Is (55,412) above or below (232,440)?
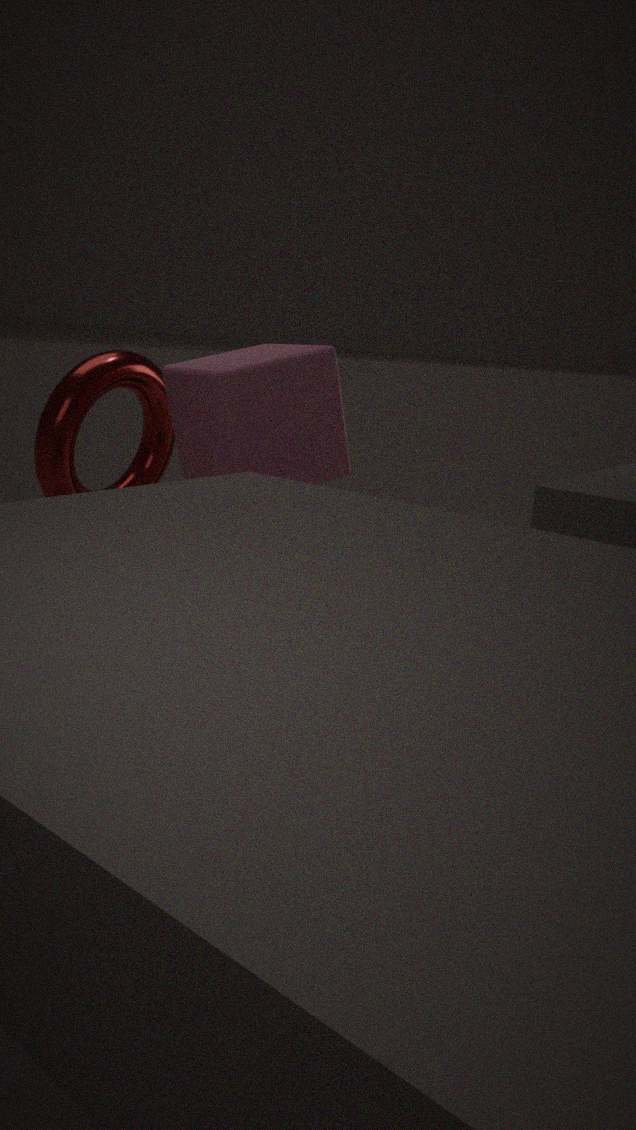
below
